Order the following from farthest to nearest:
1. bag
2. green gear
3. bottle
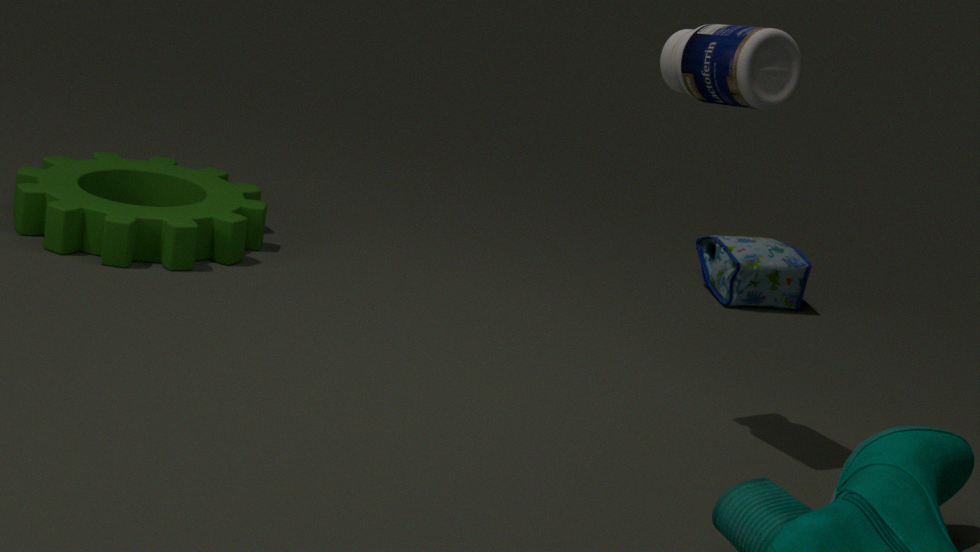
bag < green gear < bottle
